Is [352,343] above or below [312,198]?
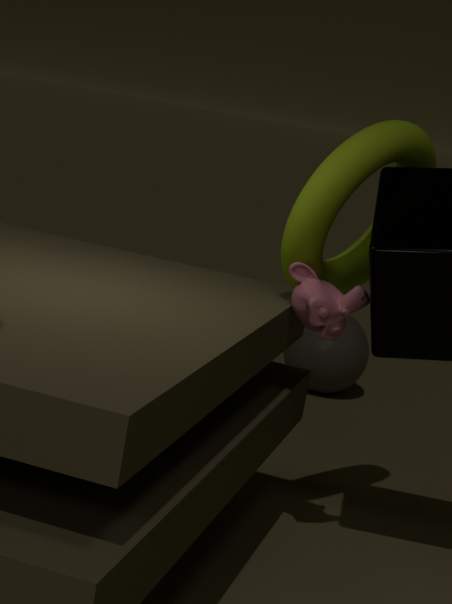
below
